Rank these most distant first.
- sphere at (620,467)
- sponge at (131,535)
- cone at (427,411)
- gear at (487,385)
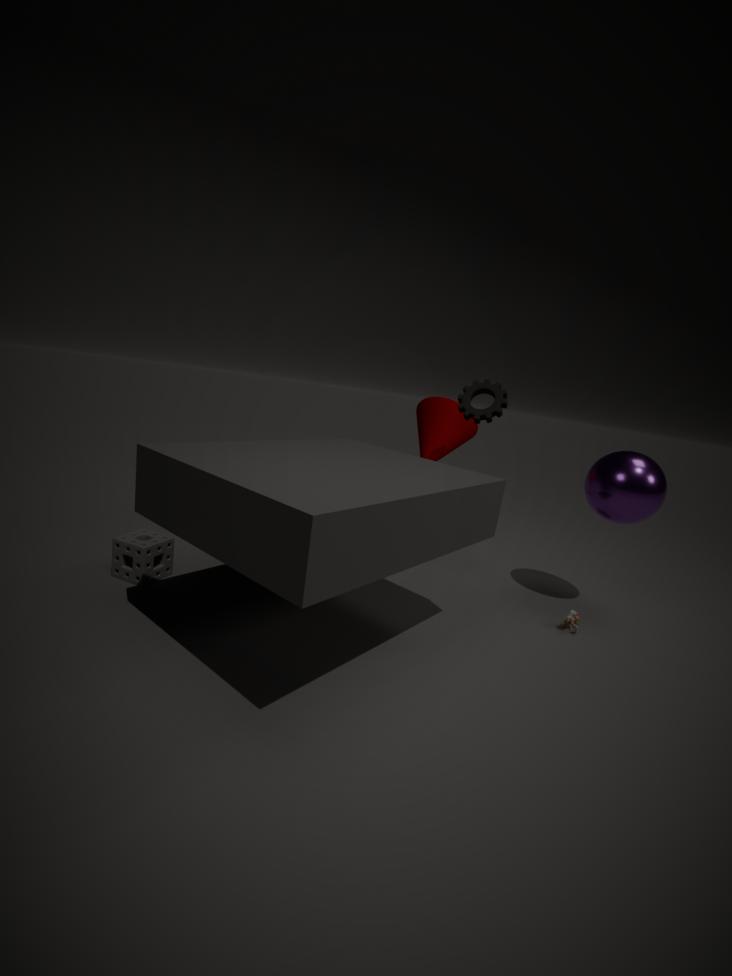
cone at (427,411) → gear at (487,385) → sphere at (620,467) → sponge at (131,535)
